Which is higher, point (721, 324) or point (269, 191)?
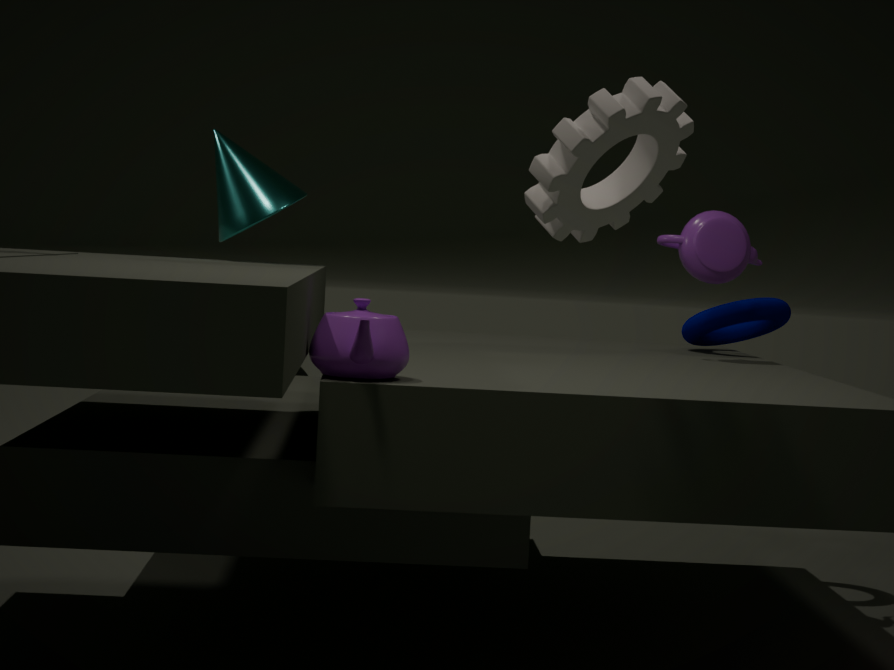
point (269, 191)
